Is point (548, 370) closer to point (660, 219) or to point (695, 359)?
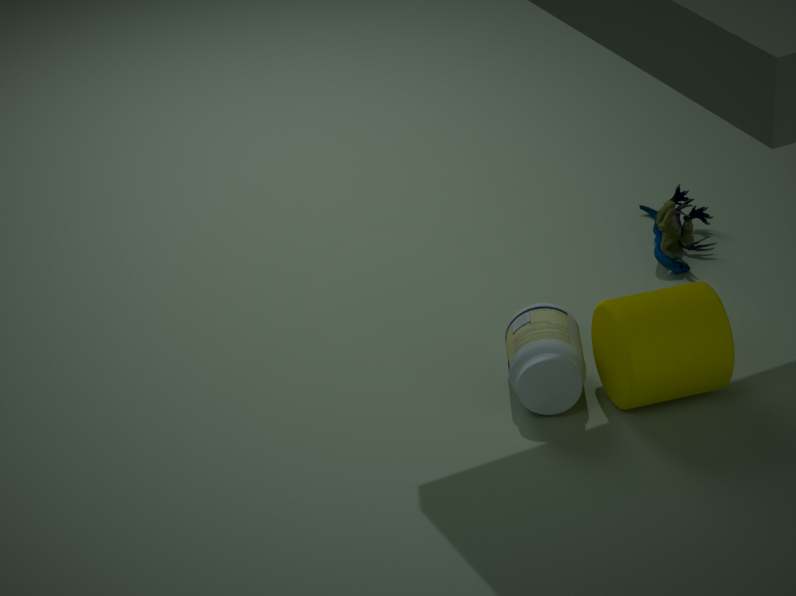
point (695, 359)
